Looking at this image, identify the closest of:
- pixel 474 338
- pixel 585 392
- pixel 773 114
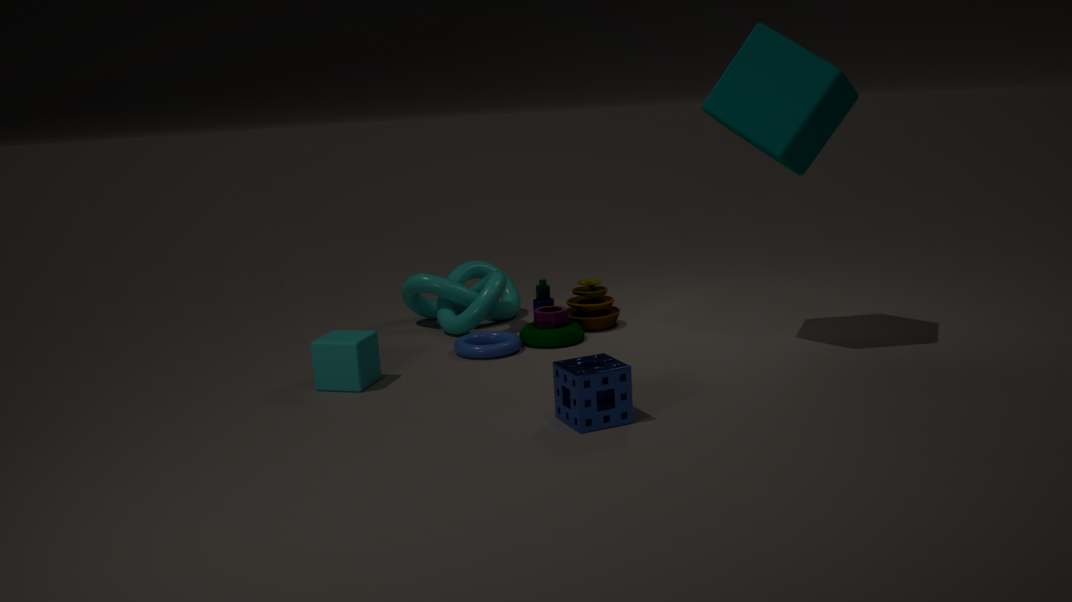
pixel 585 392
